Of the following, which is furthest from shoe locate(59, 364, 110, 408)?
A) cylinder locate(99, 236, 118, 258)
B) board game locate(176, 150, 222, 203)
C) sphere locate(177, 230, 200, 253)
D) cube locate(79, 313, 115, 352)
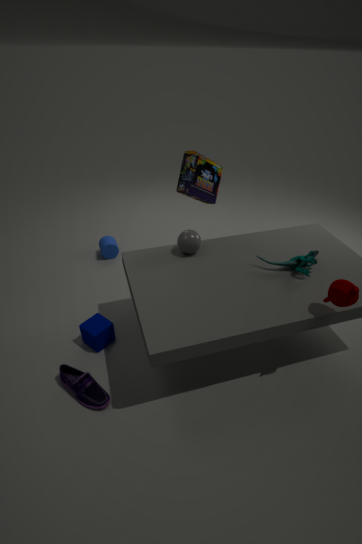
board game locate(176, 150, 222, 203)
